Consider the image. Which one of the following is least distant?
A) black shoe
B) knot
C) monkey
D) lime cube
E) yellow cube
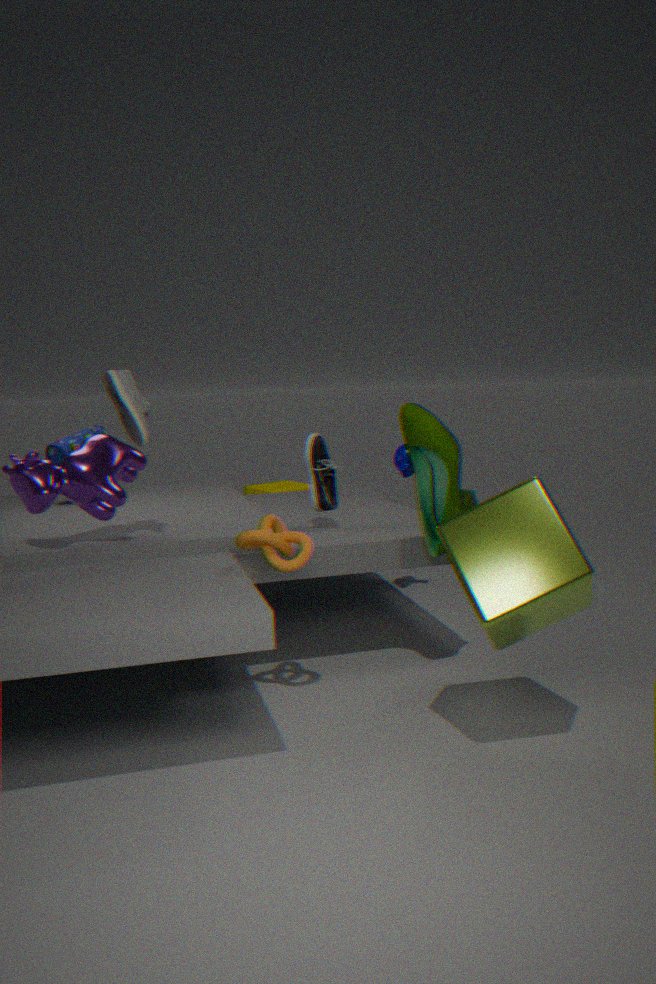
lime cube
